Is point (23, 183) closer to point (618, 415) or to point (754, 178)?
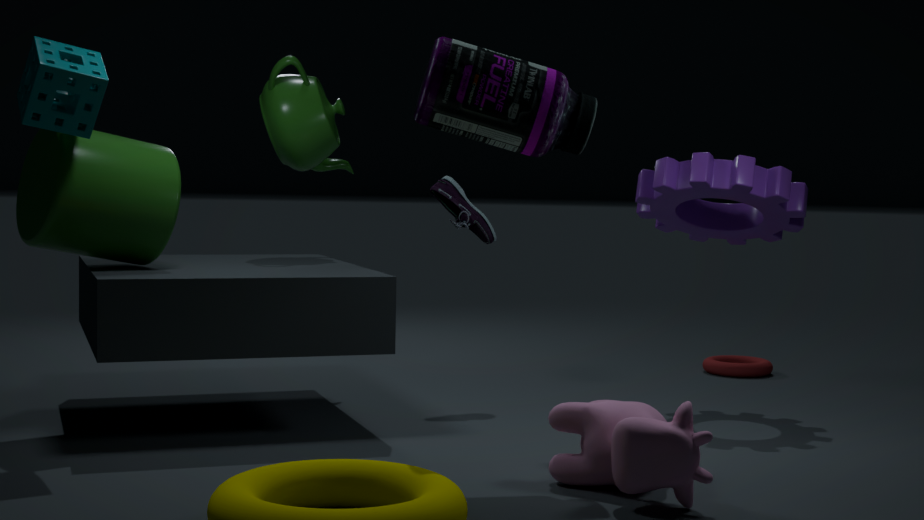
point (618, 415)
